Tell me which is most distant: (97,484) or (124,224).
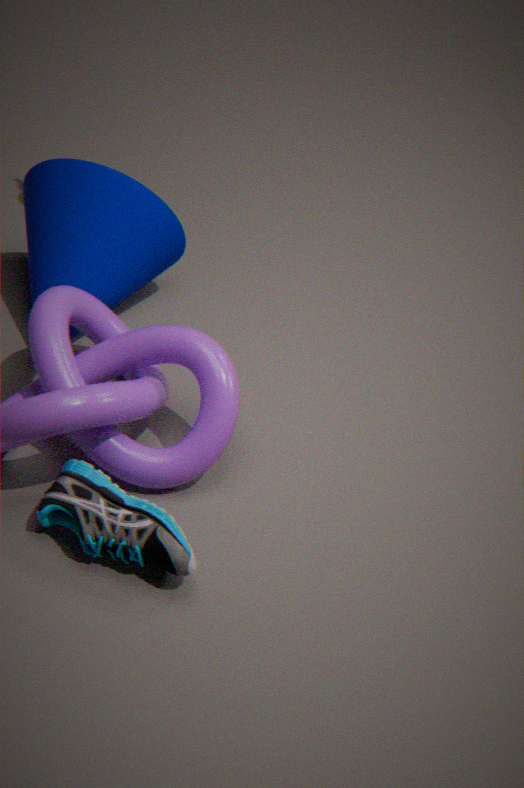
(124,224)
